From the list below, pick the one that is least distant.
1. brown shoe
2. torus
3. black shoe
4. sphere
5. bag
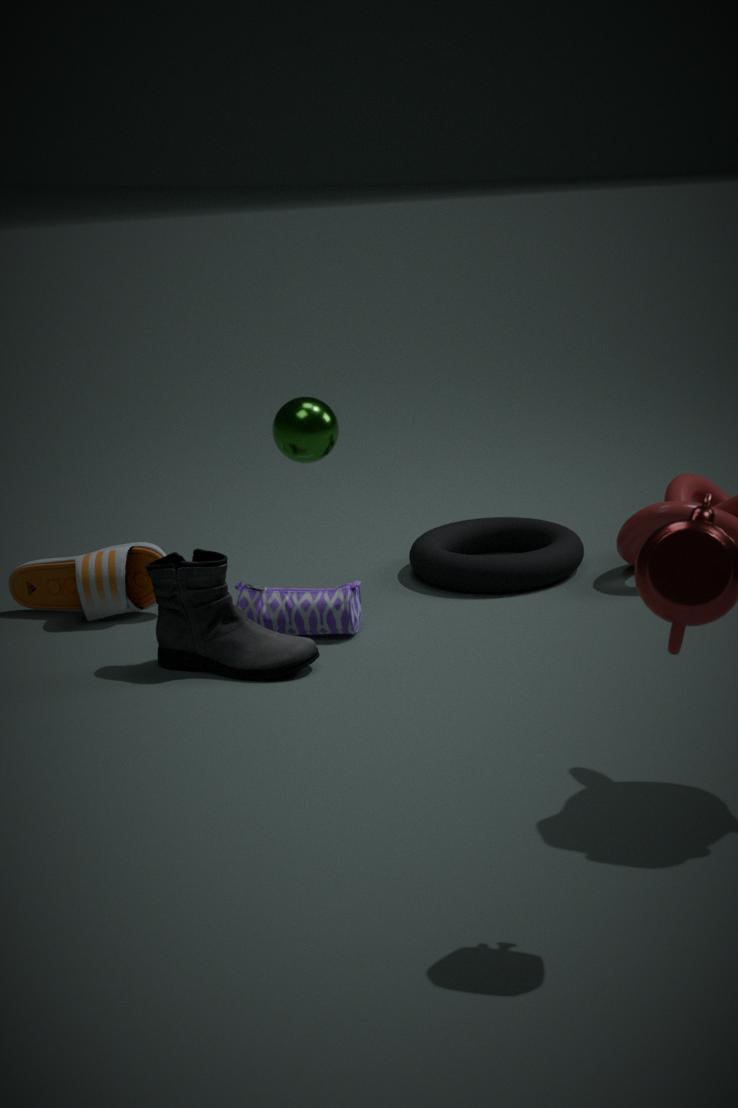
black shoe
